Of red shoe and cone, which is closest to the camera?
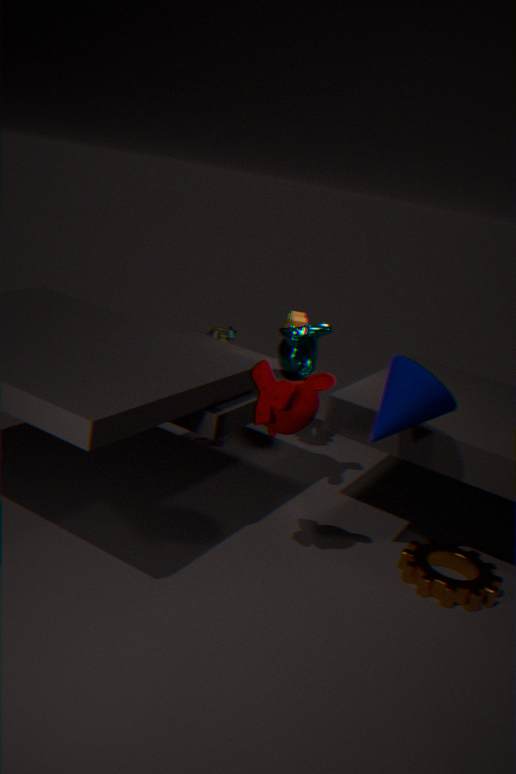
cone
